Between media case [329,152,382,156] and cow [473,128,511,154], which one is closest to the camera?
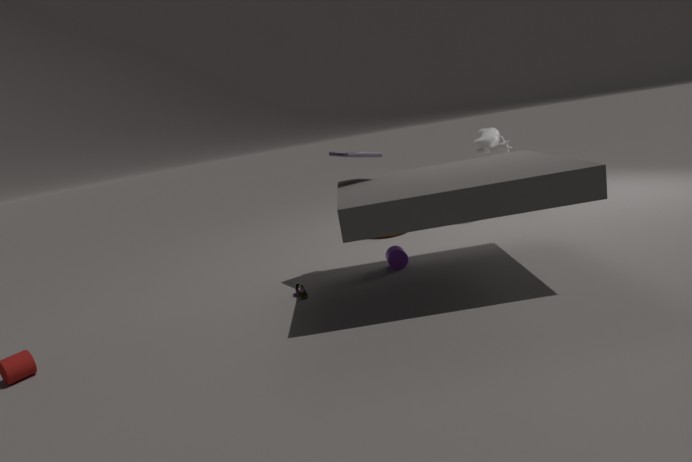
media case [329,152,382,156]
